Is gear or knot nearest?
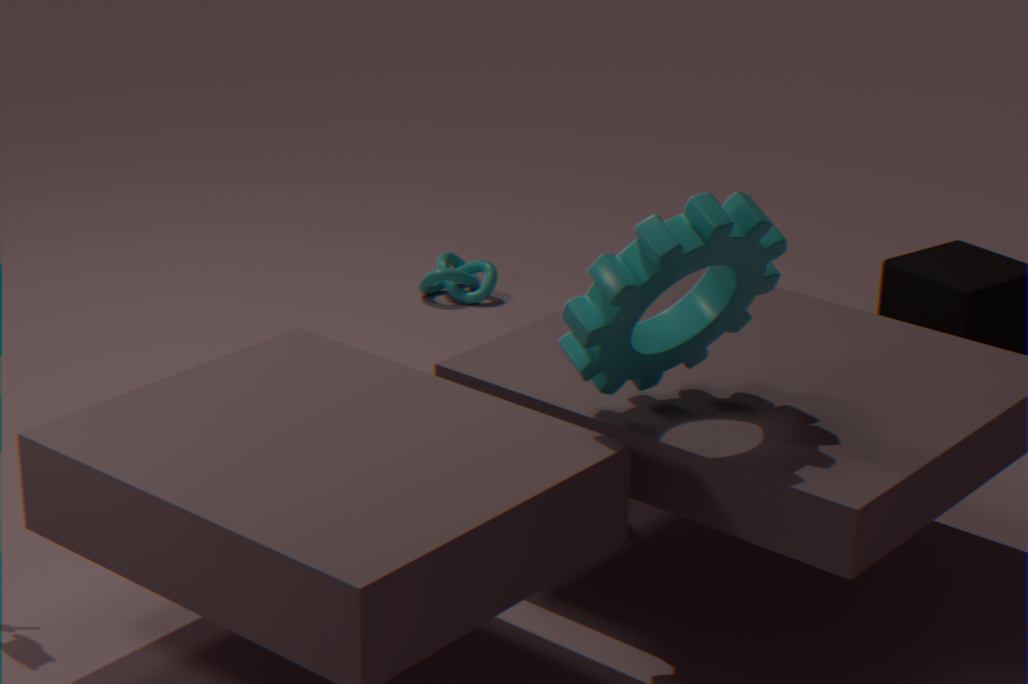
gear
